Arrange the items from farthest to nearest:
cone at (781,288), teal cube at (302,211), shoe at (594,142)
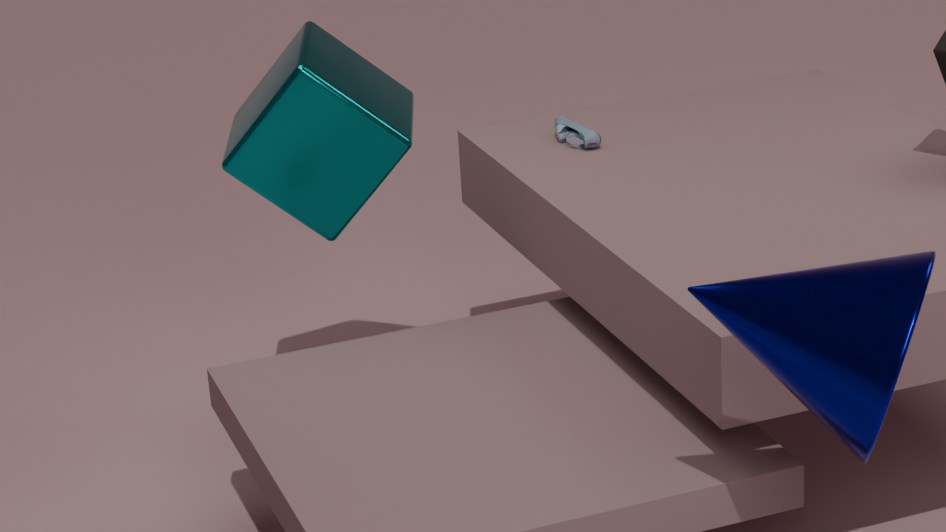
shoe at (594,142), teal cube at (302,211), cone at (781,288)
